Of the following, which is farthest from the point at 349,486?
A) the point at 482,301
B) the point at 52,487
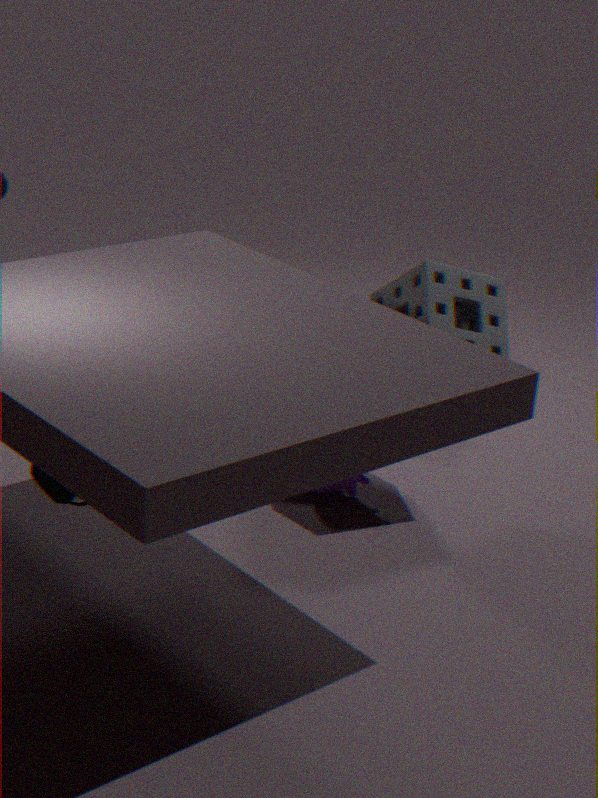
the point at 52,487
